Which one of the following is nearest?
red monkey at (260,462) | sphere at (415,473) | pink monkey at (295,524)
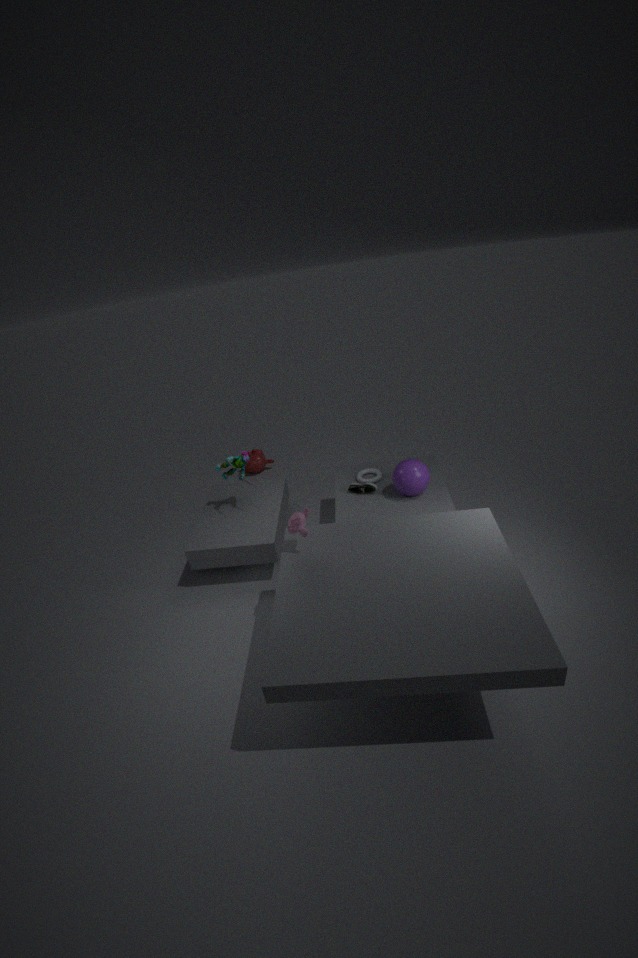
pink monkey at (295,524)
